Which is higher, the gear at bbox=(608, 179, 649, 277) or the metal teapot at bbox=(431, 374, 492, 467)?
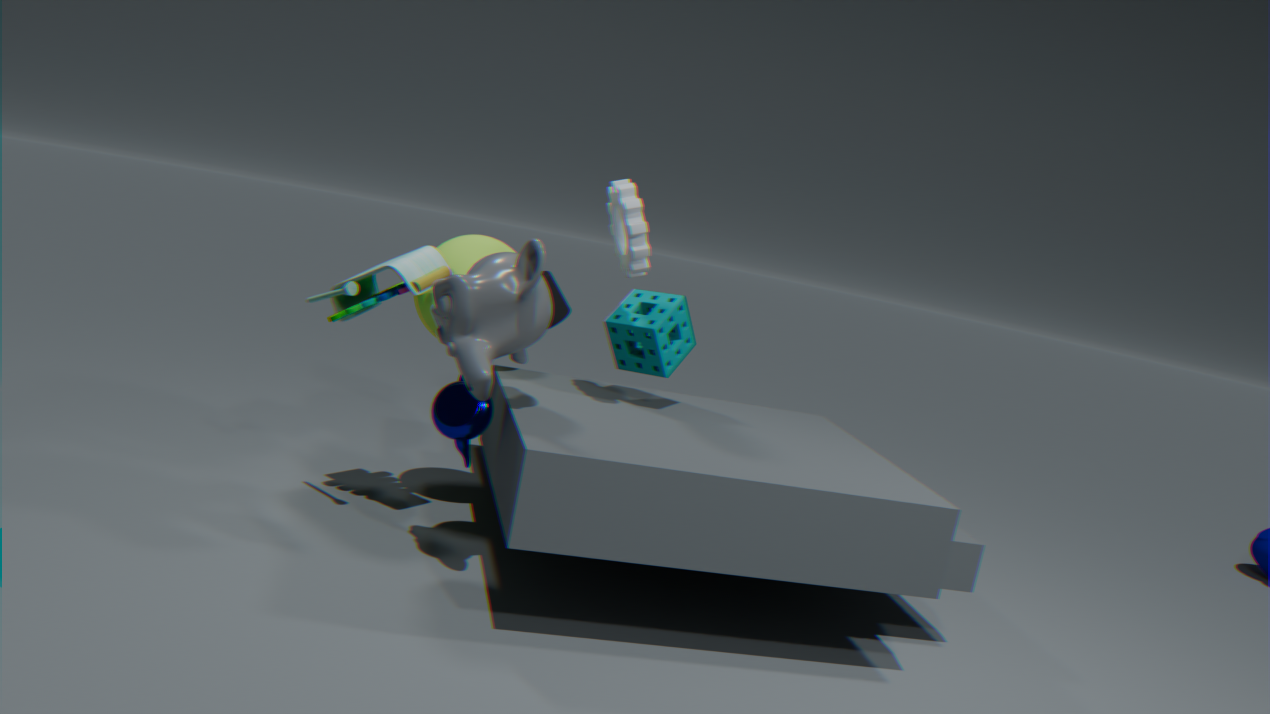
the gear at bbox=(608, 179, 649, 277)
